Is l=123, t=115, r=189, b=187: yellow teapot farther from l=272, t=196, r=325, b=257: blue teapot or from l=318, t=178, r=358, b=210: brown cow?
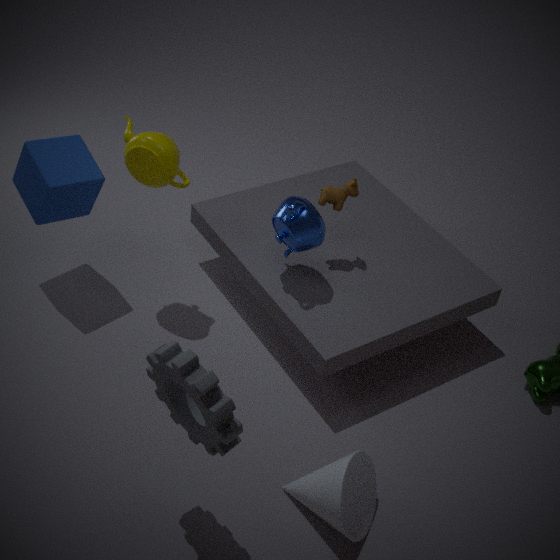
l=318, t=178, r=358, b=210: brown cow
